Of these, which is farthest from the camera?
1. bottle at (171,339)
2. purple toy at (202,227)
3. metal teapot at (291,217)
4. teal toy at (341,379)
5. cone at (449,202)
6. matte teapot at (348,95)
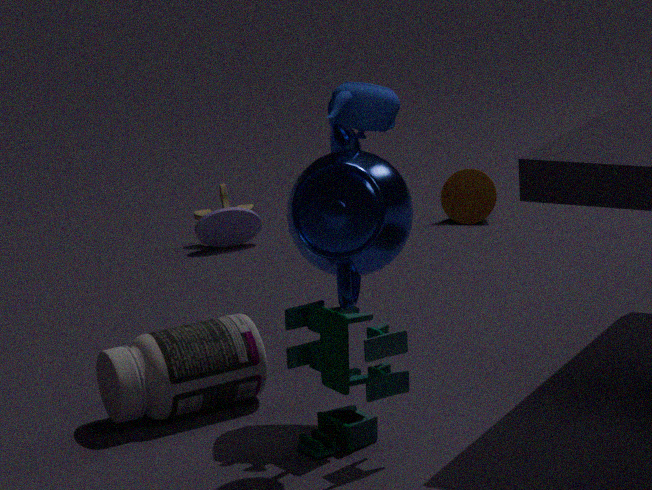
cone at (449,202)
